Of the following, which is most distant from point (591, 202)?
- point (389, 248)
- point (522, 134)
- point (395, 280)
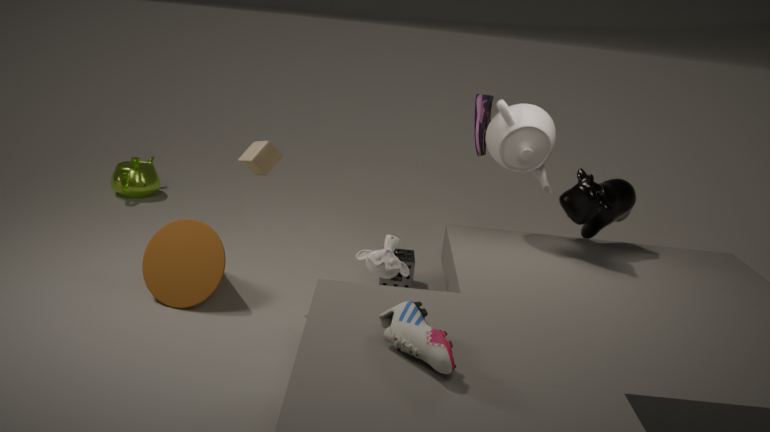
point (395, 280)
